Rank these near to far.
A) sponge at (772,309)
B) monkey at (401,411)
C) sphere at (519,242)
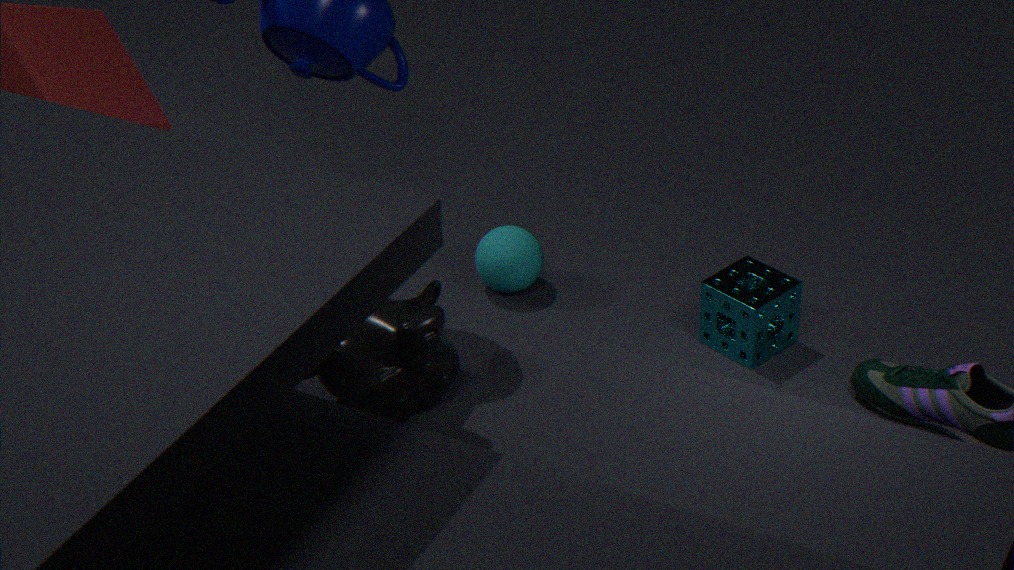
1. monkey at (401,411)
2. sponge at (772,309)
3. sphere at (519,242)
